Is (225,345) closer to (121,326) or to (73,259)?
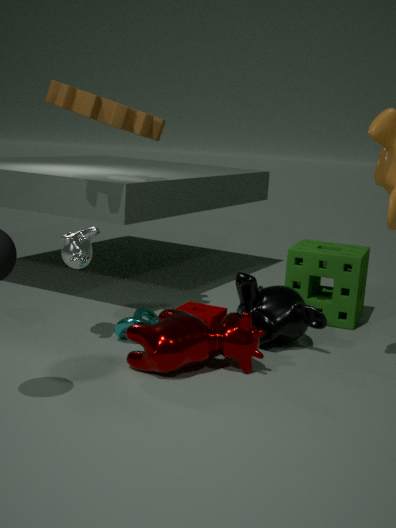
(121,326)
